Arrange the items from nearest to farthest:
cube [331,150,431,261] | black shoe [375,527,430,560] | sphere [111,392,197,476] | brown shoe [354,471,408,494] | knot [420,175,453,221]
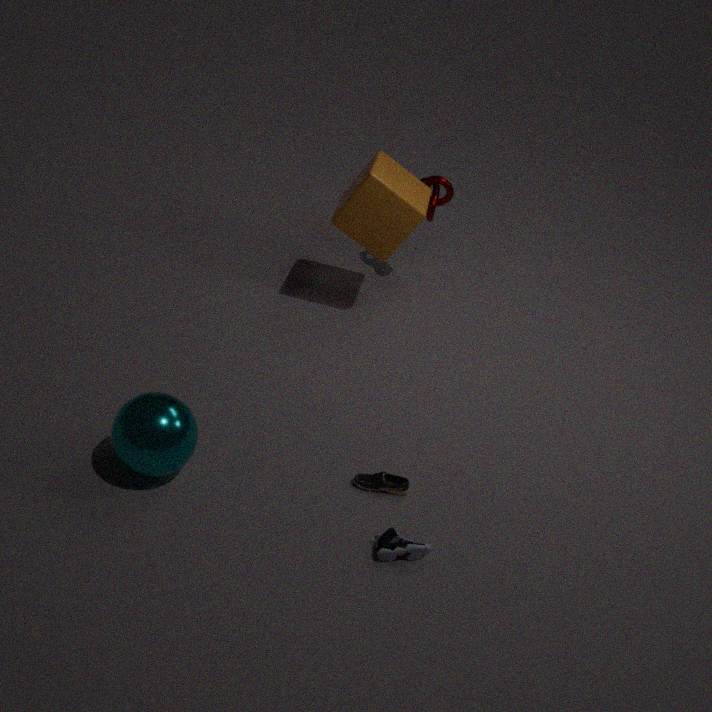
1. sphere [111,392,197,476]
2. black shoe [375,527,430,560]
3. brown shoe [354,471,408,494]
4. cube [331,150,431,261]
5. knot [420,175,453,221]
